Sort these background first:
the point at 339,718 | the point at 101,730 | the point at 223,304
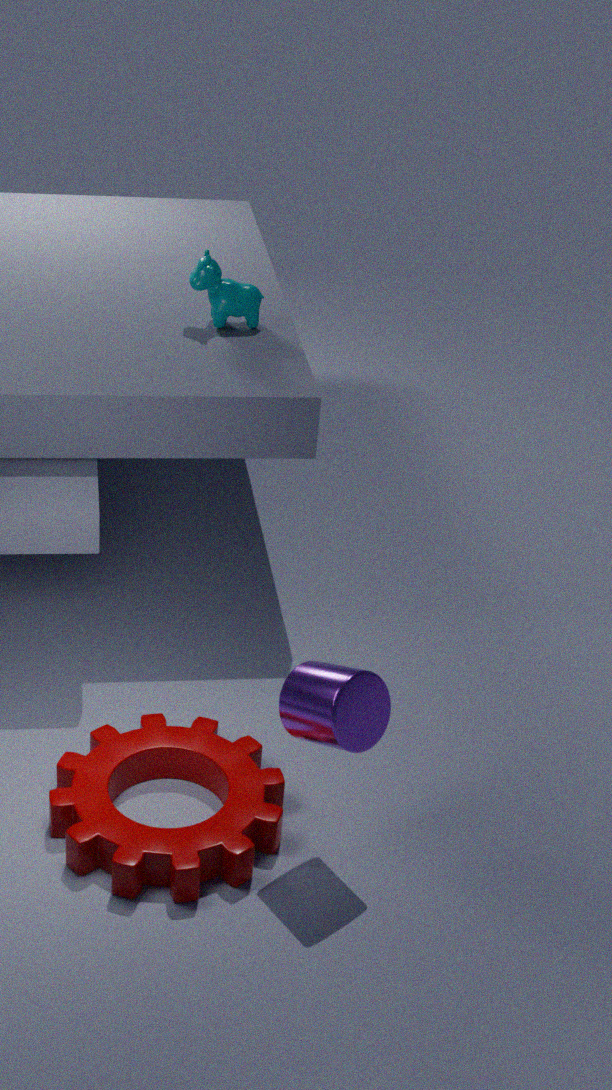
the point at 223,304 < the point at 101,730 < the point at 339,718
